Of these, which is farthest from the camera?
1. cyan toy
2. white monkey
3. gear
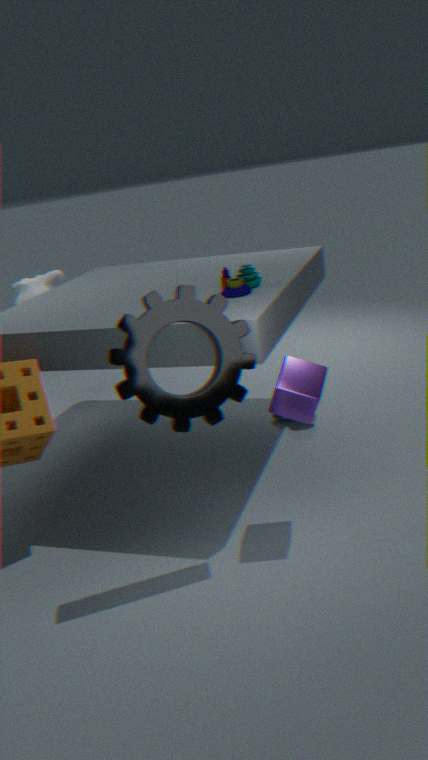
white monkey
